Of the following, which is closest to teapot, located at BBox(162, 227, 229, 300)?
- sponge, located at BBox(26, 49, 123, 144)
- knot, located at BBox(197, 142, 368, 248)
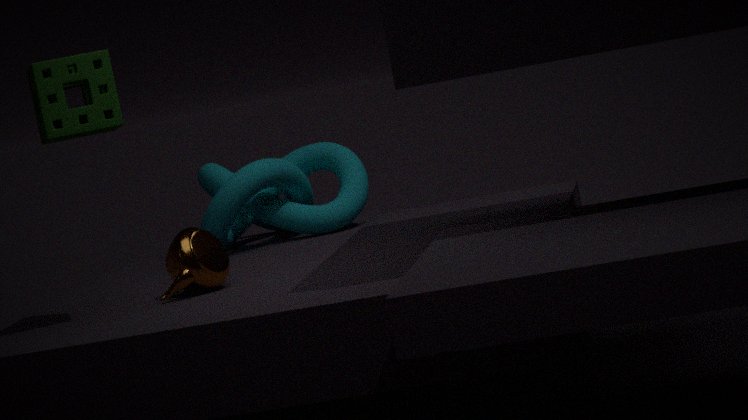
sponge, located at BBox(26, 49, 123, 144)
